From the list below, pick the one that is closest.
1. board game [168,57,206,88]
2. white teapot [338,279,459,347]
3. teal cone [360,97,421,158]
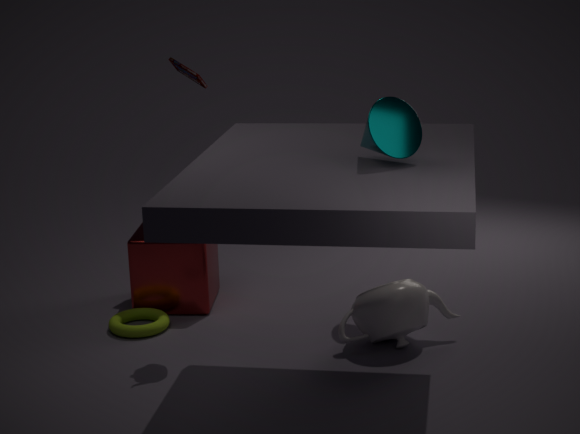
teal cone [360,97,421,158]
